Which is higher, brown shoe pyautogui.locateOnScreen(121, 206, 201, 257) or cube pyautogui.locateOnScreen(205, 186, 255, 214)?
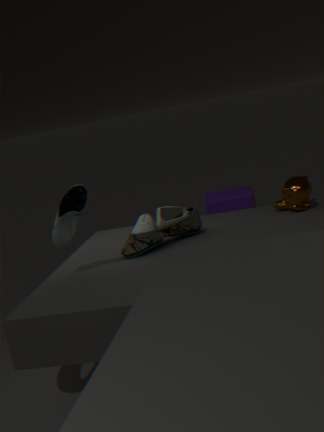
brown shoe pyautogui.locateOnScreen(121, 206, 201, 257)
